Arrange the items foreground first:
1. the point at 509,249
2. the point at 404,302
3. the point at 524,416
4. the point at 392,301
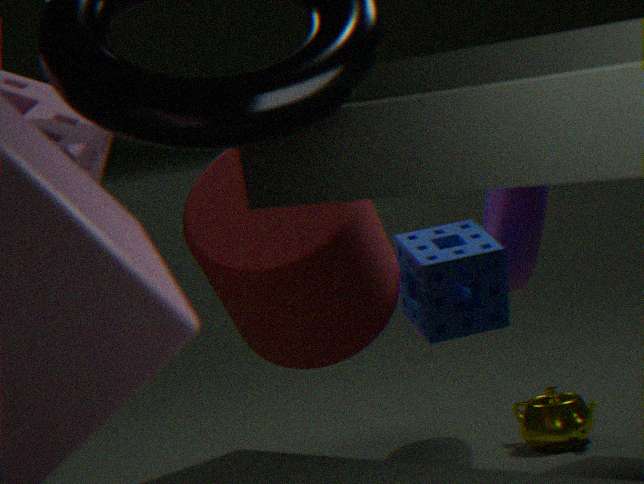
the point at 392,301, the point at 404,302, the point at 509,249, the point at 524,416
